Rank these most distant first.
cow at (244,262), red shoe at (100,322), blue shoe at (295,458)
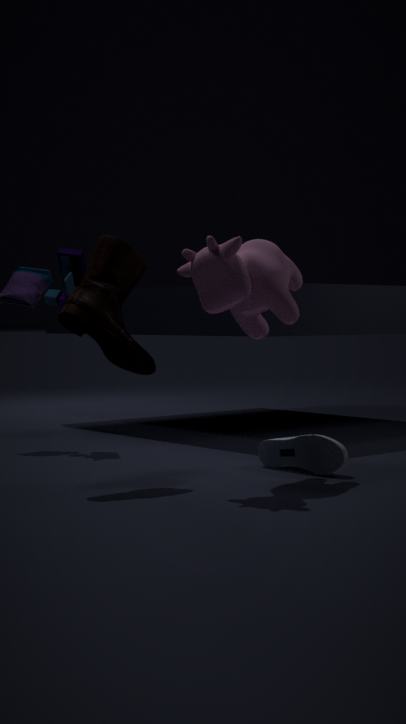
blue shoe at (295,458)
red shoe at (100,322)
cow at (244,262)
